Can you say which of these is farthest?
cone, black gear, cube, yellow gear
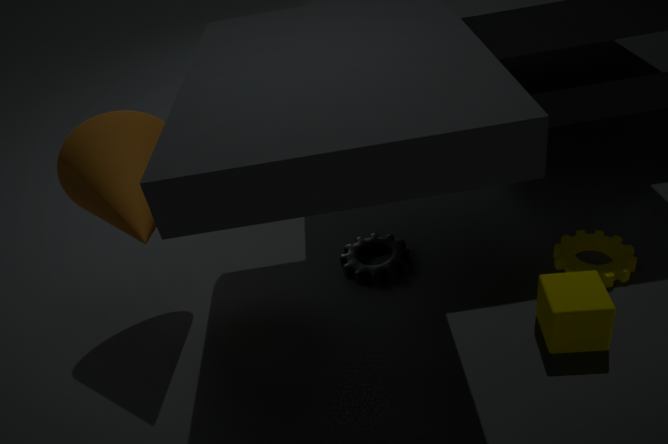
black gear
